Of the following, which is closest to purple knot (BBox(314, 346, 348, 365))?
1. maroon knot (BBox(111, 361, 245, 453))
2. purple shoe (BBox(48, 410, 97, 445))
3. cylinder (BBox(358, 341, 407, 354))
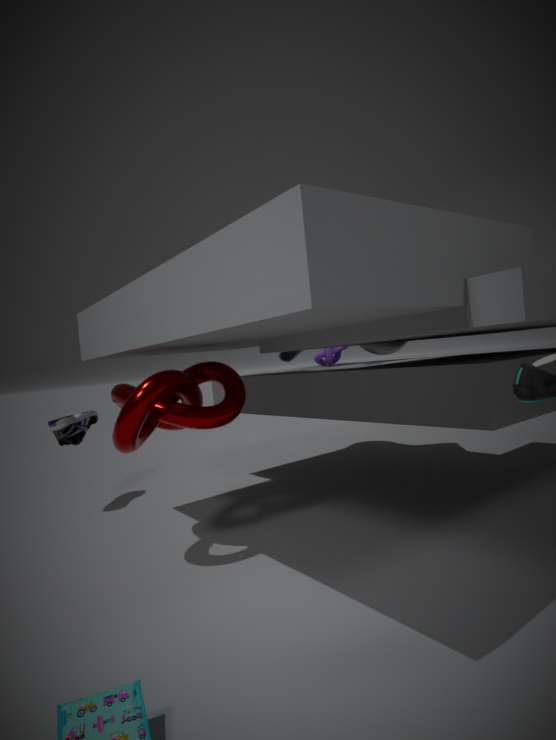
cylinder (BBox(358, 341, 407, 354))
